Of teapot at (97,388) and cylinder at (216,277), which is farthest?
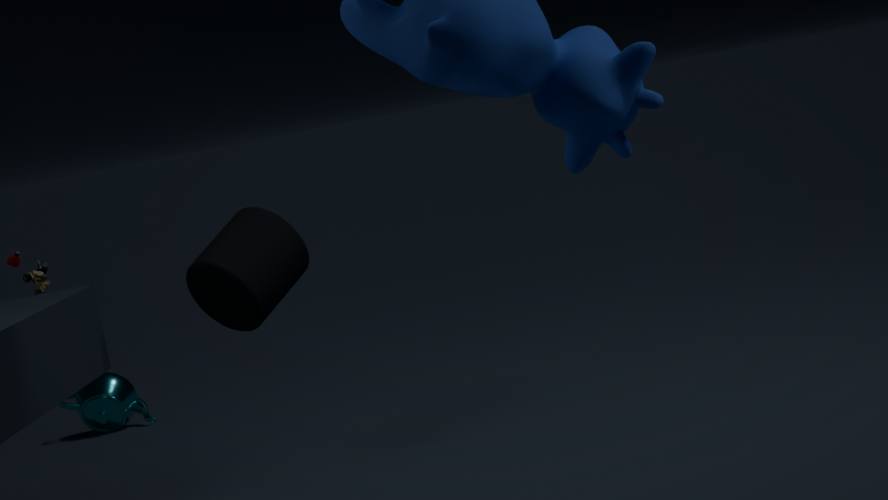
teapot at (97,388)
